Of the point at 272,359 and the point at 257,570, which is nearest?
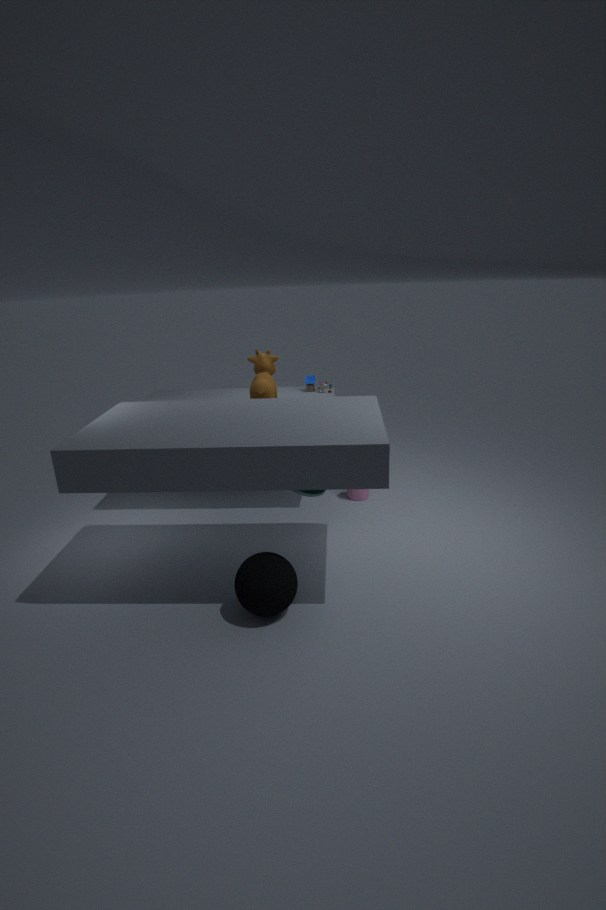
the point at 257,570
